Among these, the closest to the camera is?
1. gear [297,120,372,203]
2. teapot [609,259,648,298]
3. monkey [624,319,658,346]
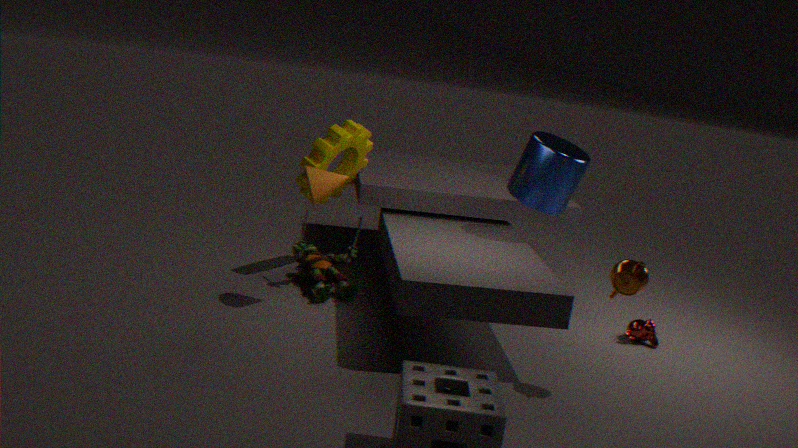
teapot [609,259,648,298]
